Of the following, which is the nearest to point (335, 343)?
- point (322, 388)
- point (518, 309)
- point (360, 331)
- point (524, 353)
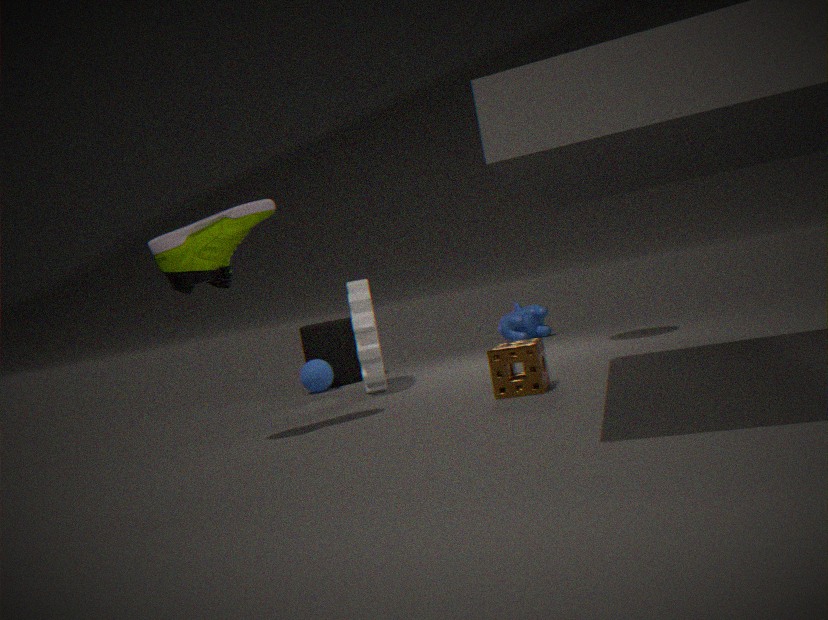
point (322, 388)
